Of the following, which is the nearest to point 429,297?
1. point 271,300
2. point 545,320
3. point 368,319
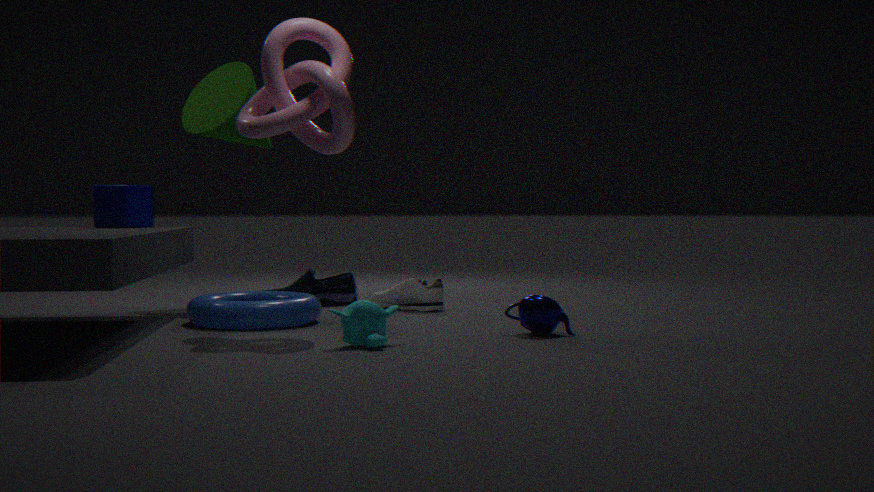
point 271,300
